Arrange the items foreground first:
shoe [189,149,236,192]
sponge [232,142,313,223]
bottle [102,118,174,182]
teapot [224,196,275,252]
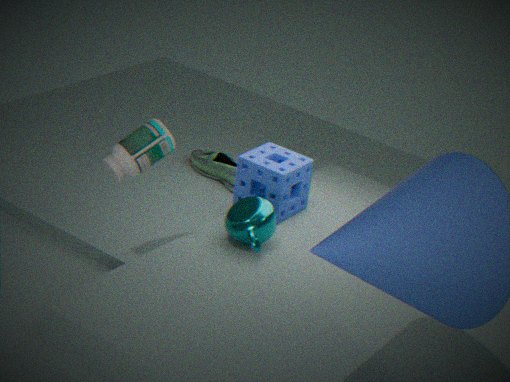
bottle [102,118,174,182]
teapot [224,196,275,252]
sponge [232,142,313,223]
shoe [189,149,236,192]
